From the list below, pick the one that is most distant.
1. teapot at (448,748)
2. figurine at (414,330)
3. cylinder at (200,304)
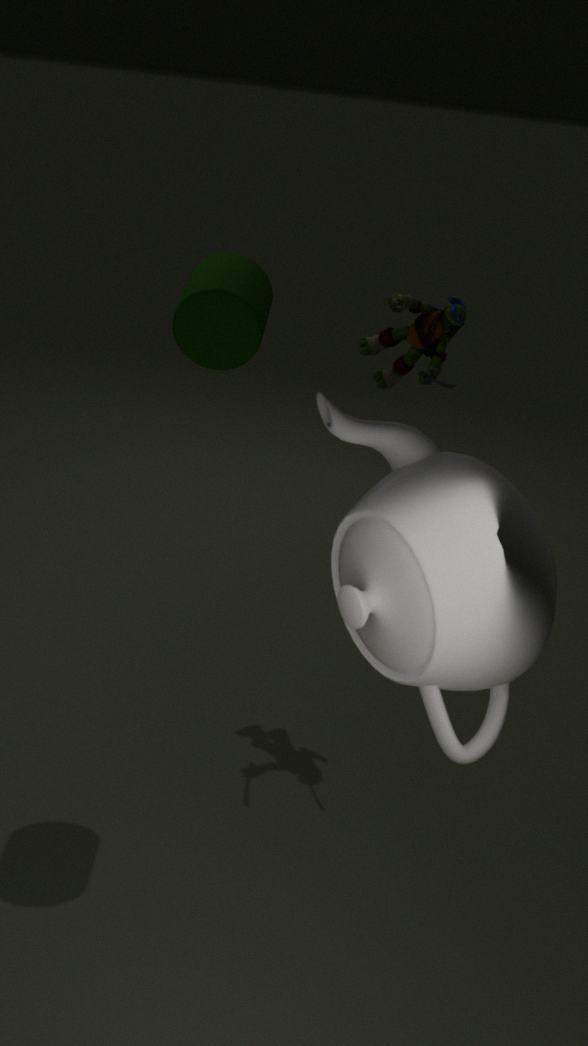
figurine at (414,330)
